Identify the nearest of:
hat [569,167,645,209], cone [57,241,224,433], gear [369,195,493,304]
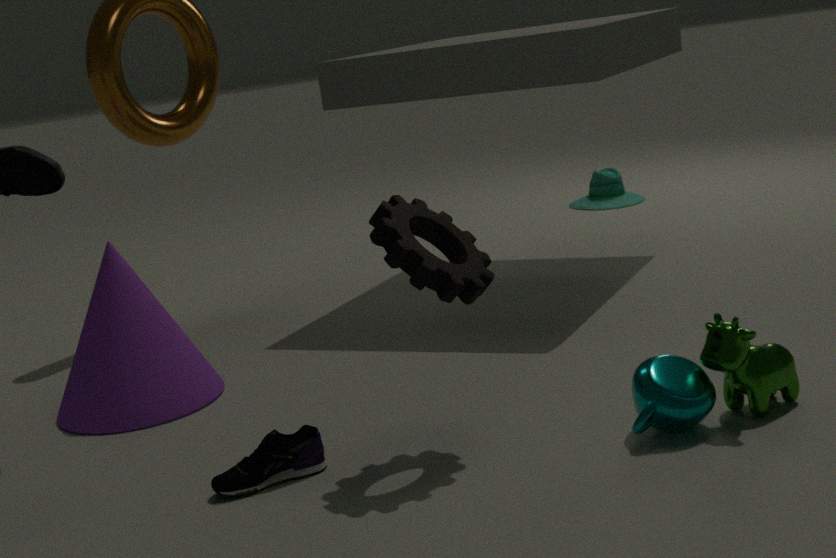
gear [369,195,493,304]
